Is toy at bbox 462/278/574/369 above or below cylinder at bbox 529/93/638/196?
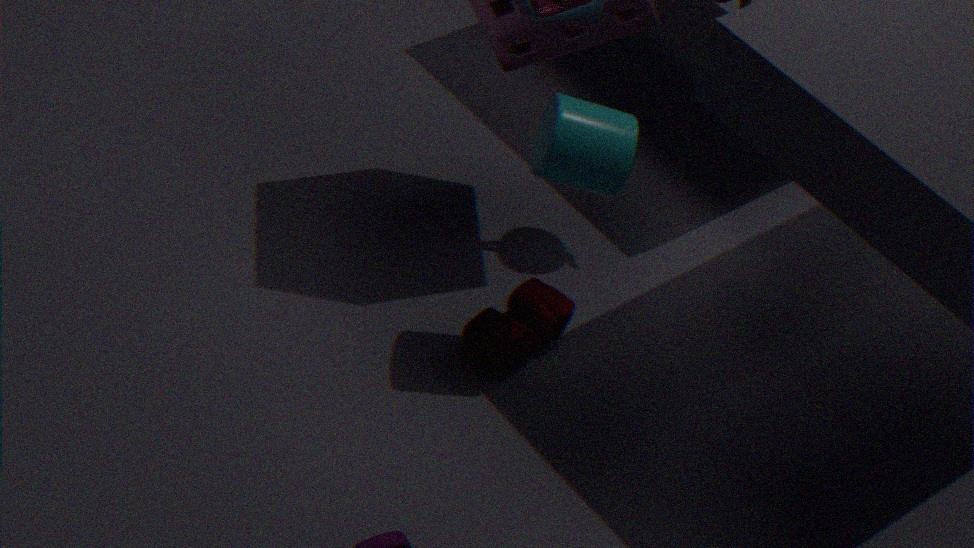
below
